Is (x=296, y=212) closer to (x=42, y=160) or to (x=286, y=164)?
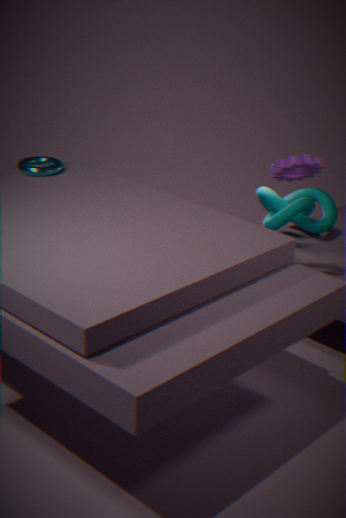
(x=286, y=164)
